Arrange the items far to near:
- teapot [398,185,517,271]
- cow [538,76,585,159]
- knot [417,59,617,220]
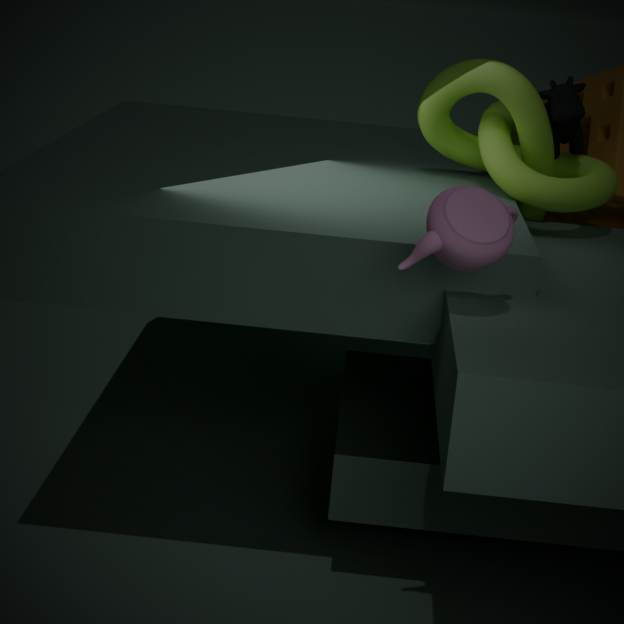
cow [538,76,585,159] → knot [417,59,617,220] → teapot [398,185,517,271]
